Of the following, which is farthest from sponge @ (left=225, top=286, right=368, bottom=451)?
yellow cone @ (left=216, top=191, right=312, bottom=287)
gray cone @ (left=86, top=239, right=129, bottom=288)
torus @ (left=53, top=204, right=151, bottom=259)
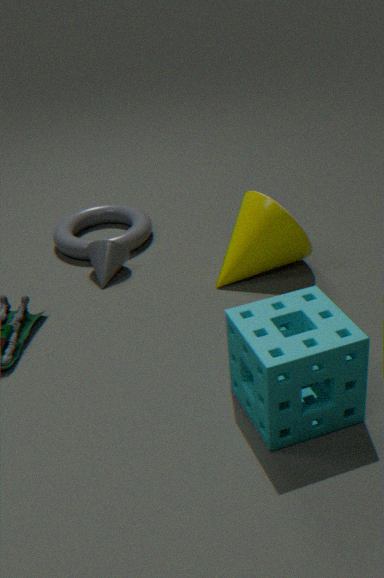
torus @ (left=53, top=204, right=151, bottom=259)
